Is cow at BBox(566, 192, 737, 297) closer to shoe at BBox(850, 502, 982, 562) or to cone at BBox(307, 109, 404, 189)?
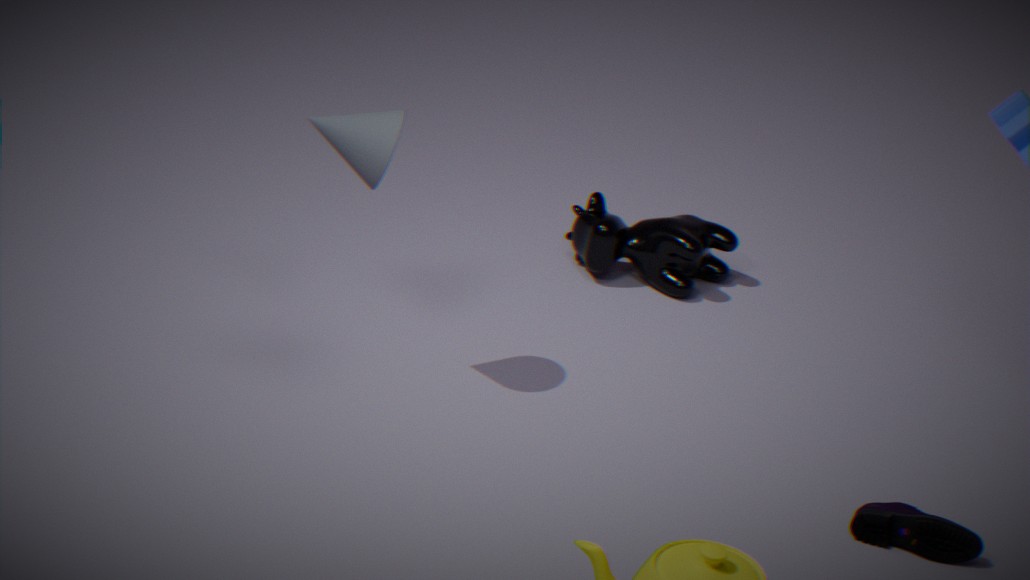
cone at BBox(307, 109, 404, 189)
